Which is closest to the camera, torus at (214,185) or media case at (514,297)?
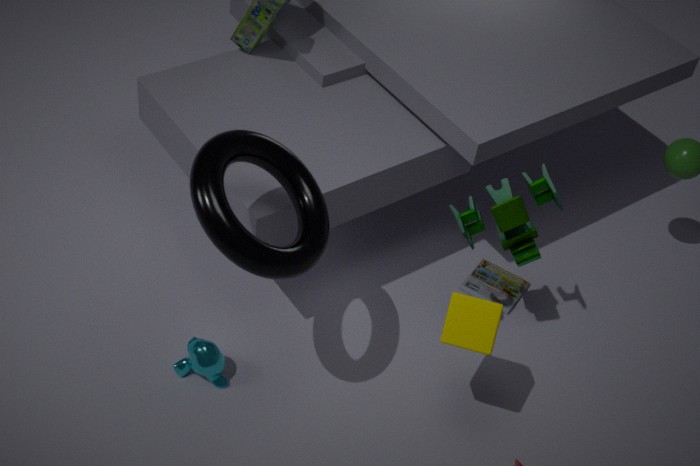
torus at (214,185)
